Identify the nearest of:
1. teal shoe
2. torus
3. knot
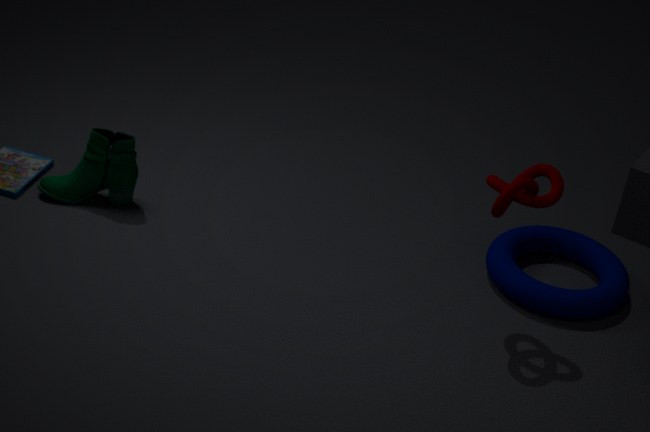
knot
